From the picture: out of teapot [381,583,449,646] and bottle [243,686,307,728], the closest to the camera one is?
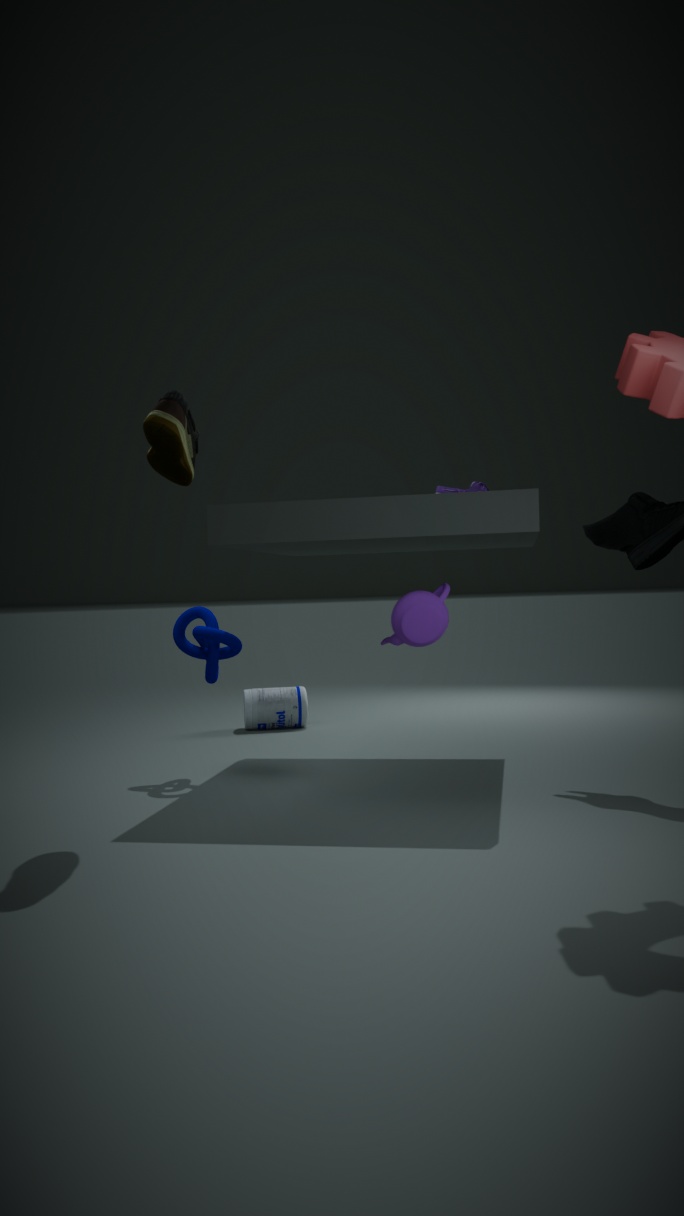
teapot [381,583,449,646]
